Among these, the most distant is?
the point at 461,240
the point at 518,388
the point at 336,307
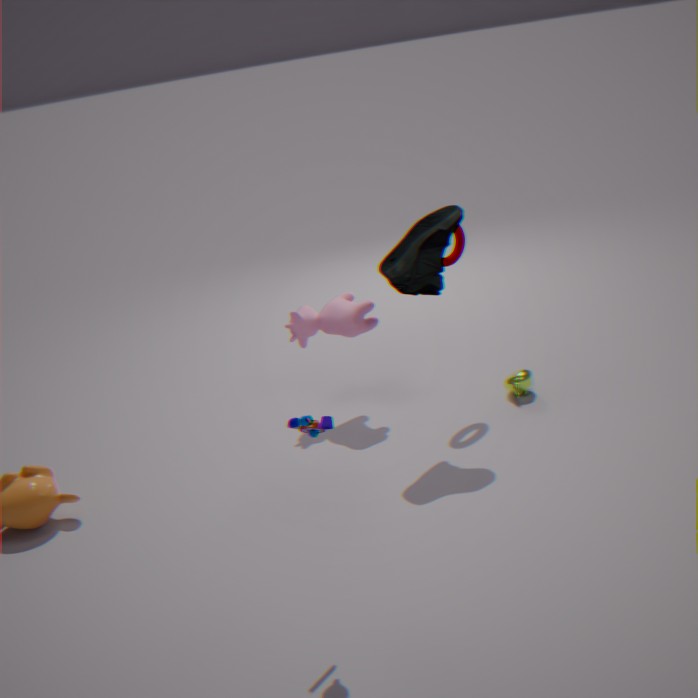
the point at 518,388
